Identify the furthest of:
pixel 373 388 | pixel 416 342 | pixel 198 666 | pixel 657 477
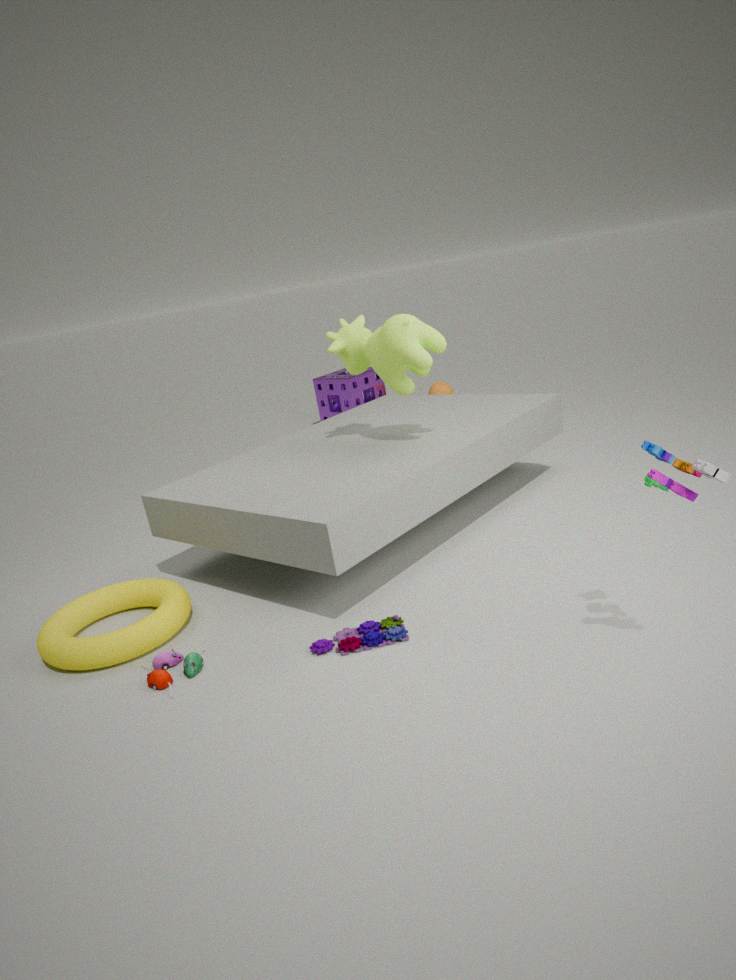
pixel 373 388
